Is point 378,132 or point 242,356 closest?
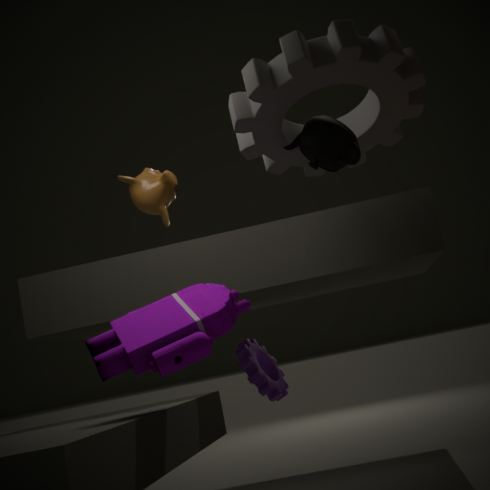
point 378,132
